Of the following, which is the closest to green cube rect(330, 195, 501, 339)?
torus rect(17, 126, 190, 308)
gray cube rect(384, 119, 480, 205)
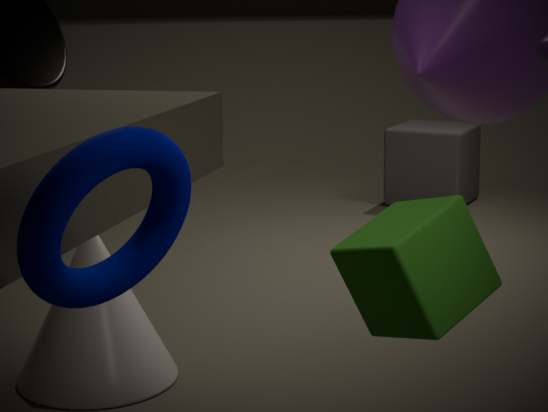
torus rect(17, 126, 190, 308)
